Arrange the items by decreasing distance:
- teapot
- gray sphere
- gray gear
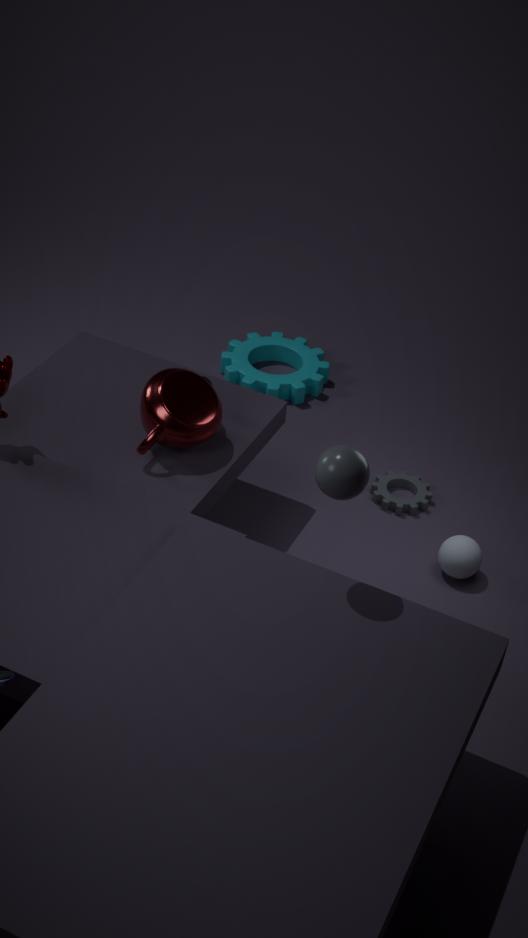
1. gray gear
2. teapot
3. gray sphere
